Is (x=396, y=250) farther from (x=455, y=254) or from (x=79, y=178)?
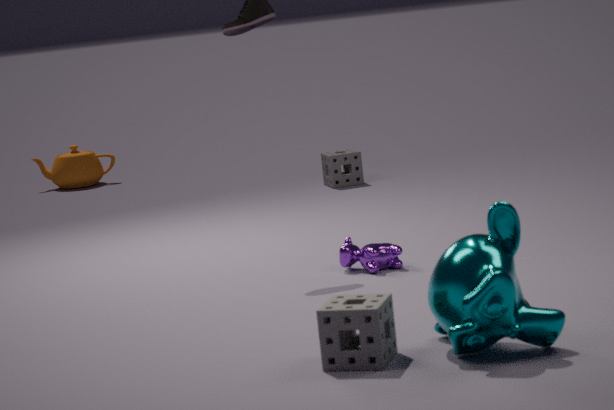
(x=79, y=178)
